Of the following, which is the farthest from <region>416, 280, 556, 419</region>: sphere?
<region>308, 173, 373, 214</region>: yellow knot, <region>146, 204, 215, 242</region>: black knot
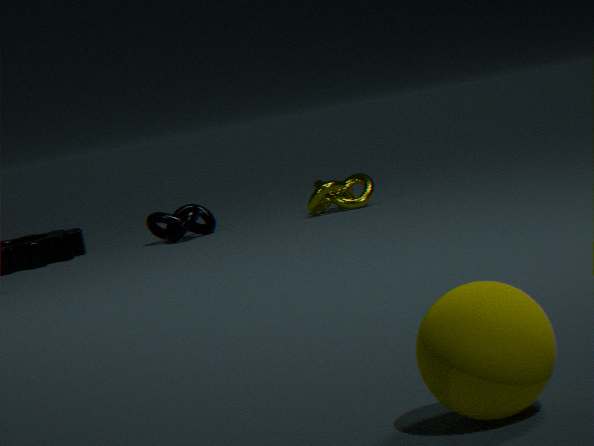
<region>146, 204, 215, 242</region>: black knot
